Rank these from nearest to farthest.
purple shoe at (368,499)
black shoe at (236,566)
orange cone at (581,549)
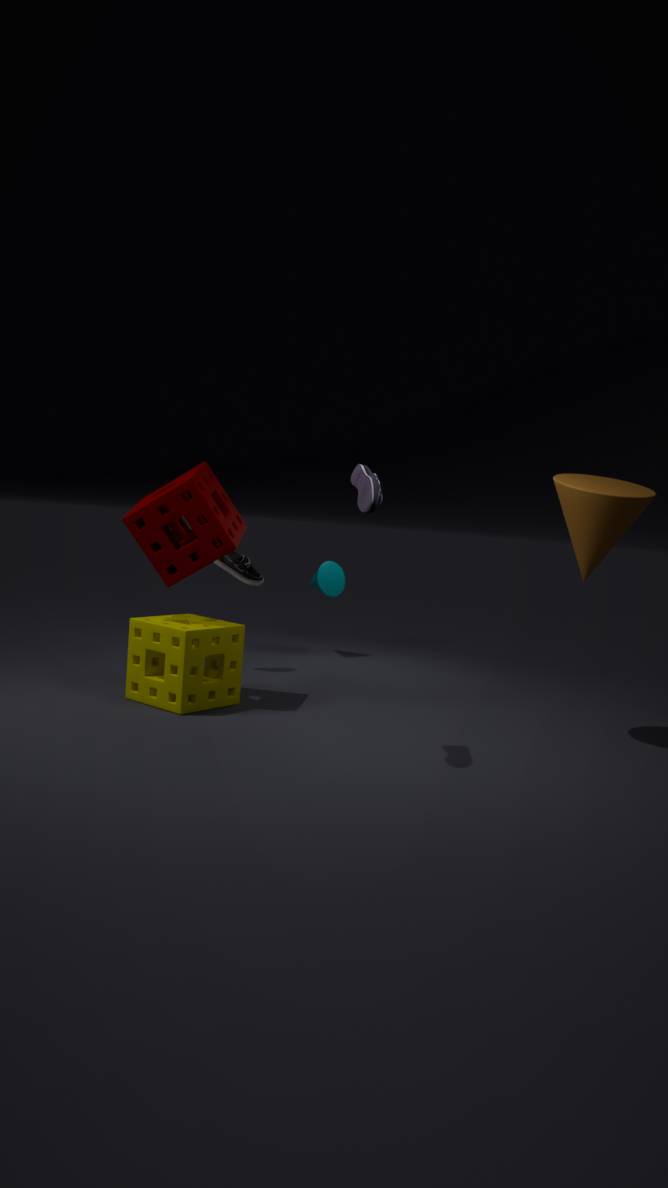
purple shoe at (368,499) < orange cone at (581,549) < black shoe at (236,566)
